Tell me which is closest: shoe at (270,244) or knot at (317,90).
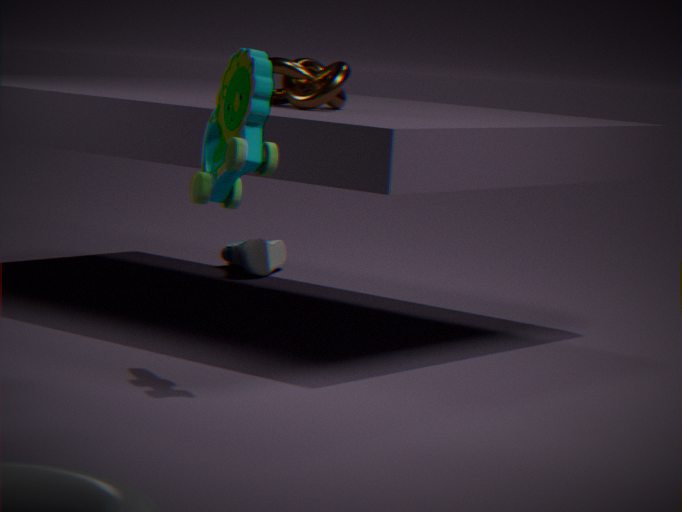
knot at (317,90)
